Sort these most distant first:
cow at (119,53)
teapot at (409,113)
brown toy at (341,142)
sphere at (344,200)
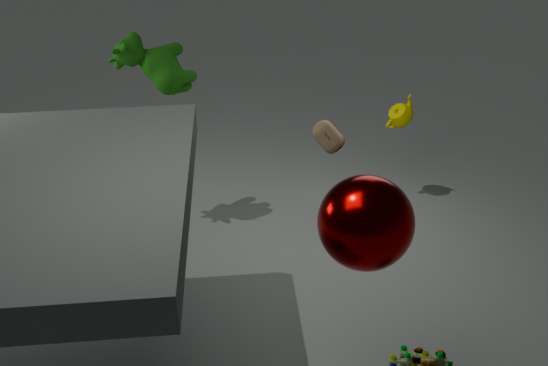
1. teapot at (409,113)
2. cow at (119,53)
3. brown toy at (341,142)
4. sphere at (344,200)
